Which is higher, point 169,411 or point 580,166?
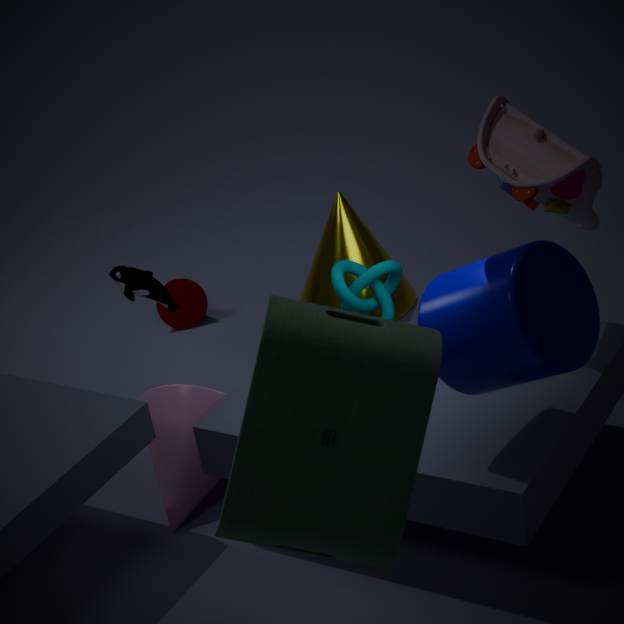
point 580,166
